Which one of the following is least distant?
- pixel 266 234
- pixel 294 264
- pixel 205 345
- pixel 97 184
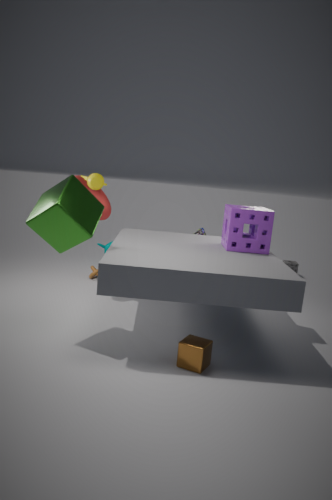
pixel 205 345
